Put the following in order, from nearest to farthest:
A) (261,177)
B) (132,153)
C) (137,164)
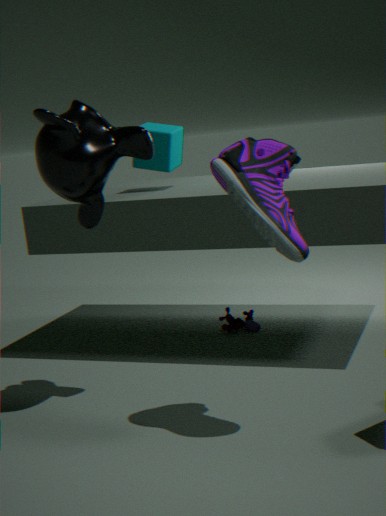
(261,177), (132,153), (137,164)
